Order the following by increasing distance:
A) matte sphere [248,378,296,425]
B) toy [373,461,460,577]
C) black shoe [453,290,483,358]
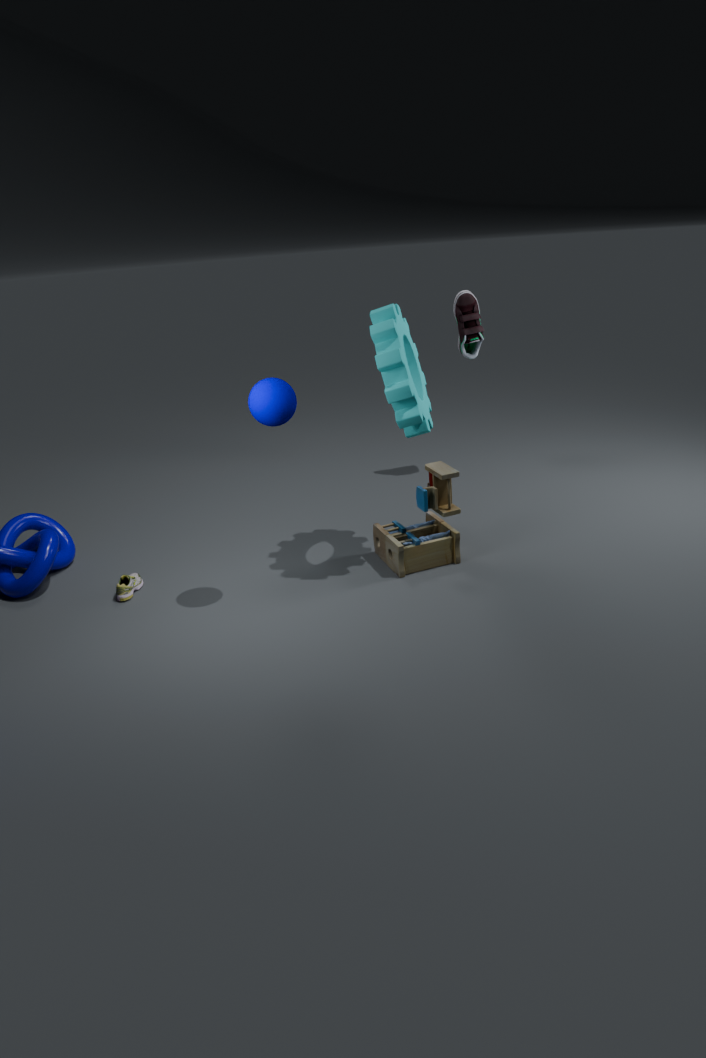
matte sphere [248,378,296,425], toy [373,461,460,577], black shoe [453,290,483,358]
